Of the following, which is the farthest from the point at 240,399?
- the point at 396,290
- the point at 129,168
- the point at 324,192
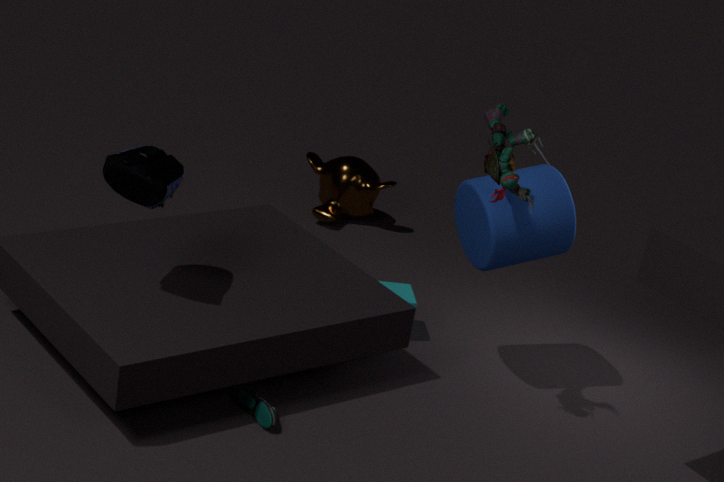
the point at 324,192
